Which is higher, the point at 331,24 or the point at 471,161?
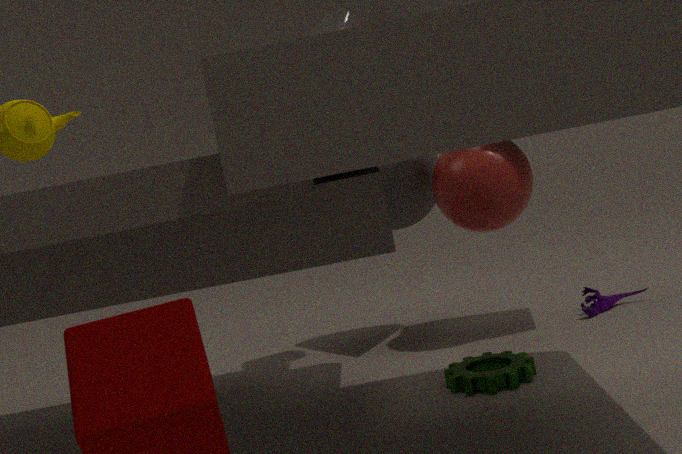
the point at 331,24
